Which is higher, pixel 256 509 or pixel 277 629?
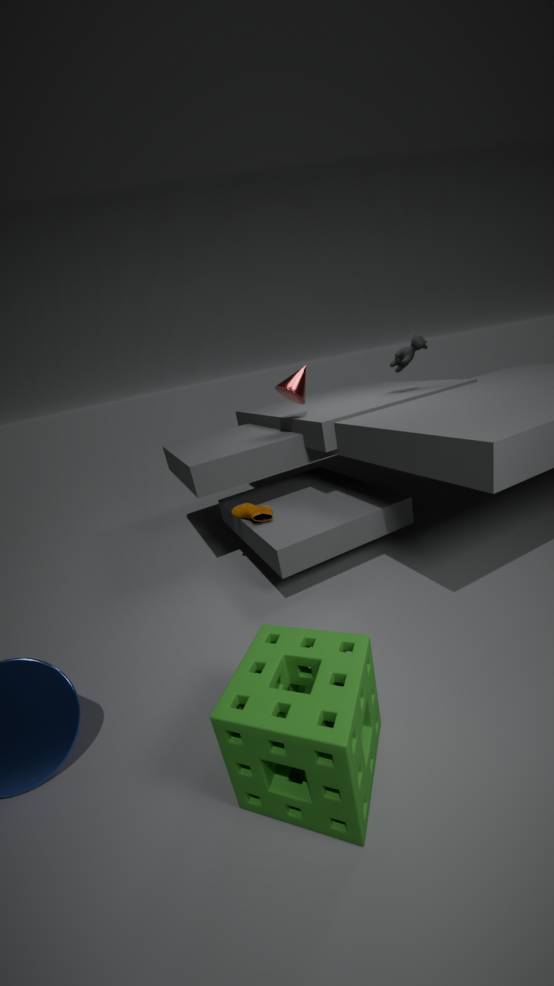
pixel 256 509
